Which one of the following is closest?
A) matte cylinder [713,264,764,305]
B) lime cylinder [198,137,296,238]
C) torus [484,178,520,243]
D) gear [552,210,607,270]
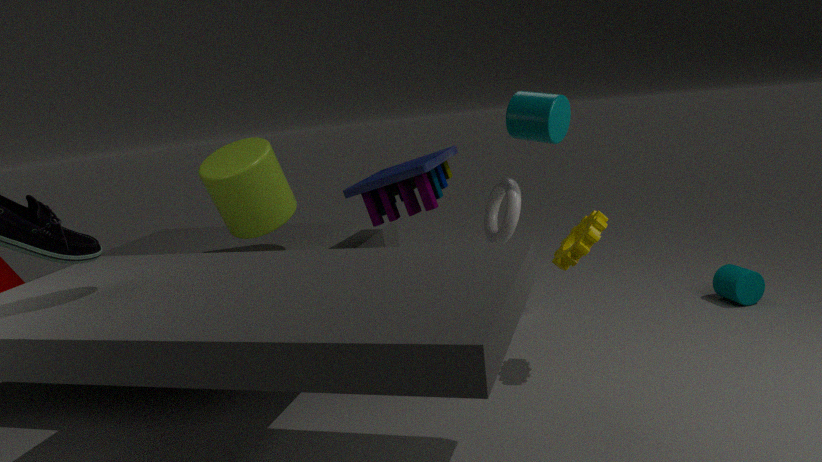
torus [484,178,520,243]
